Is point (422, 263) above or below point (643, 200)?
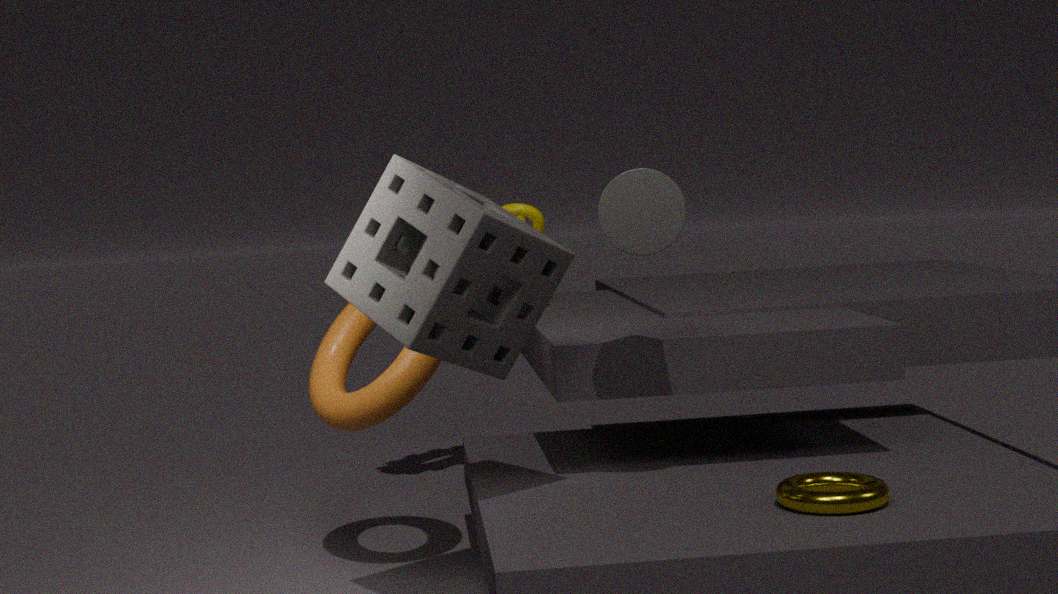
below
